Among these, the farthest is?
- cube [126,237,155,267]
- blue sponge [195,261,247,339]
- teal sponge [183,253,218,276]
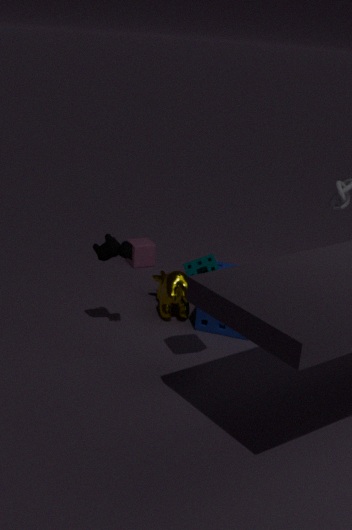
cube [126,237,155,267]
